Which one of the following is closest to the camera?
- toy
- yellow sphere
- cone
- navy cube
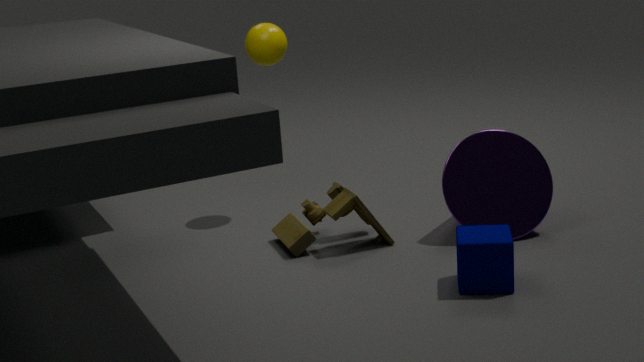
navy cube
